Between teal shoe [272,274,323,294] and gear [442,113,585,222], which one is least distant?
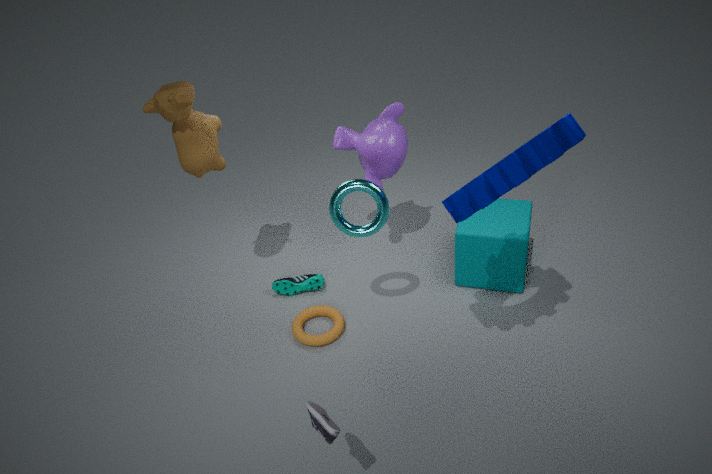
gear [442,113,585,222]
